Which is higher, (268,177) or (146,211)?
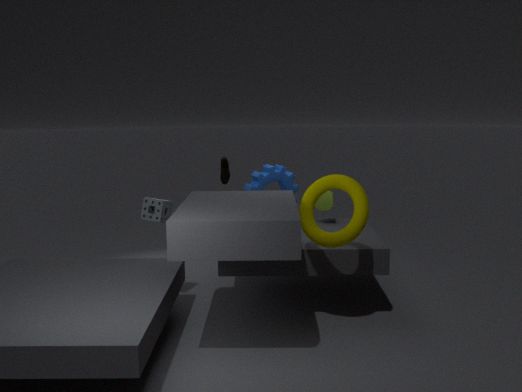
(268,177)
